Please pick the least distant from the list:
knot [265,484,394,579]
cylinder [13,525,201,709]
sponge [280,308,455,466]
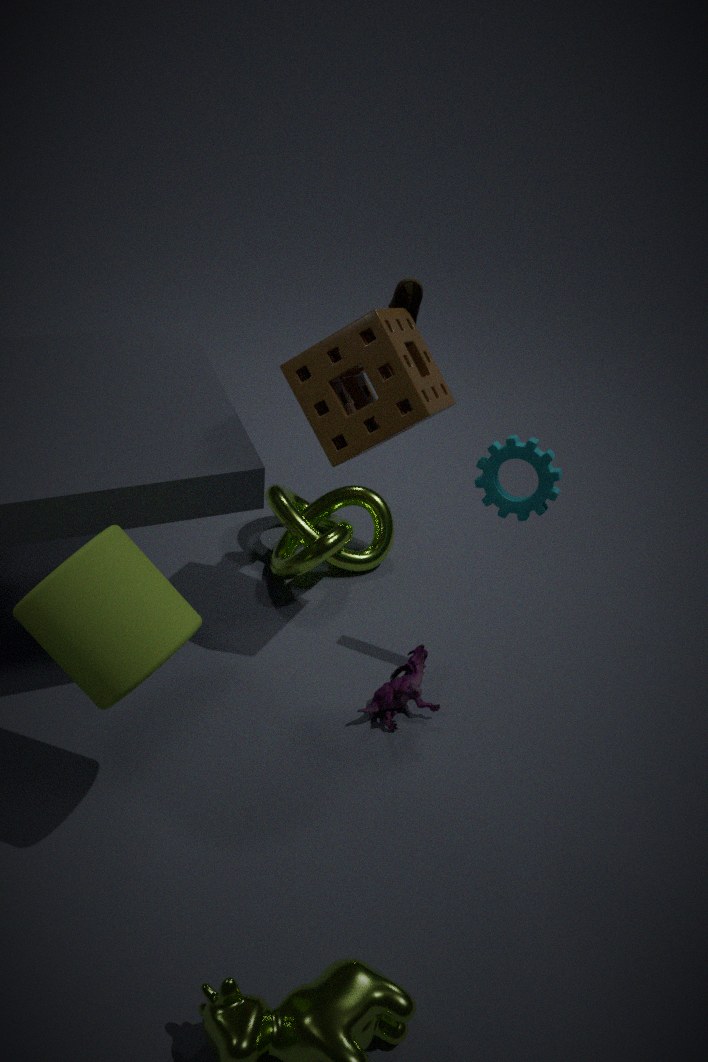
cylinder [13,525,201,709]
